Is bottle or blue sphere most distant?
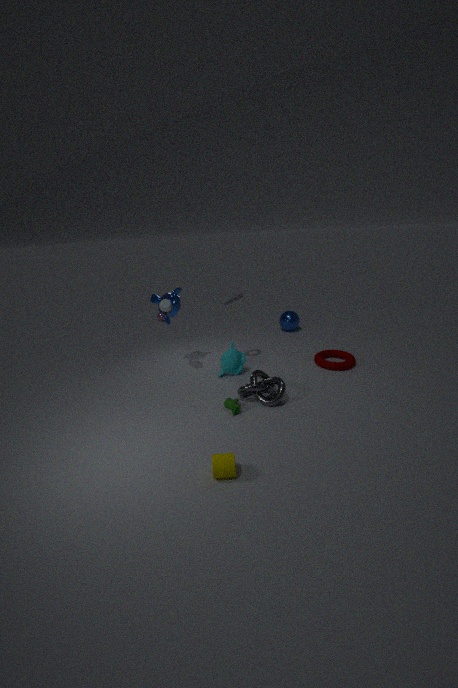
blue sphere
